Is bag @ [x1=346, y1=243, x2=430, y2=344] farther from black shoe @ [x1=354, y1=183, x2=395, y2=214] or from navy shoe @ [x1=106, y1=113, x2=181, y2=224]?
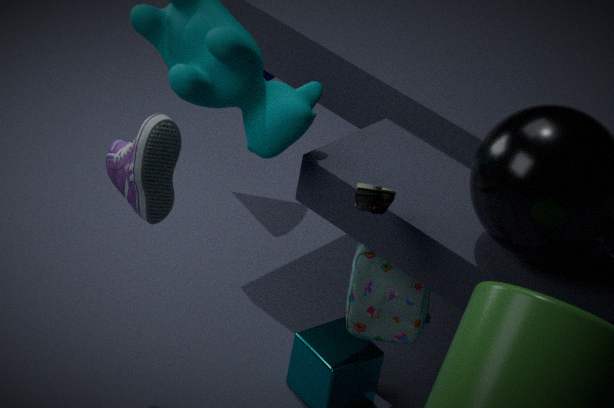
navy shoe @ [x1=106, y1=113, x2=181, y2=224]
